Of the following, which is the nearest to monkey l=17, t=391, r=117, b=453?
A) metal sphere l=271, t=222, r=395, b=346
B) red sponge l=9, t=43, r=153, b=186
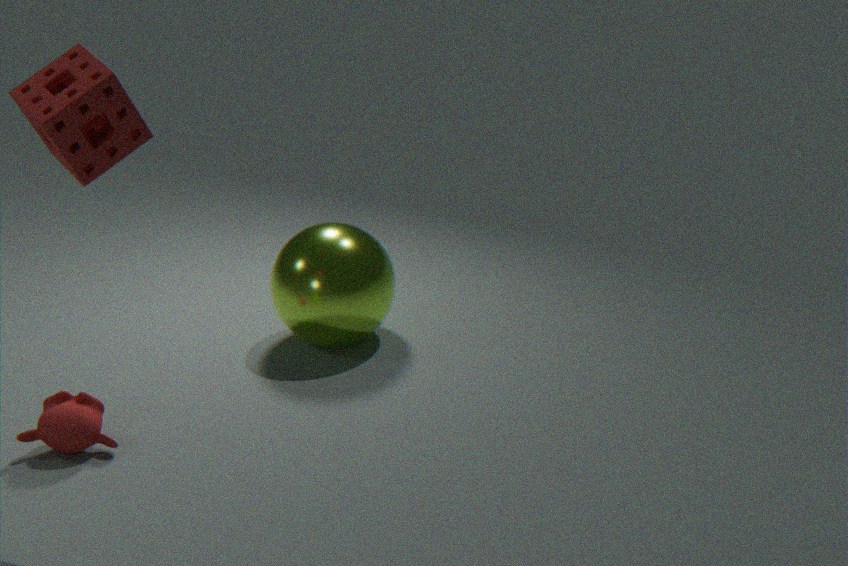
metal sphere l=271, t=222, r=395, b=346
